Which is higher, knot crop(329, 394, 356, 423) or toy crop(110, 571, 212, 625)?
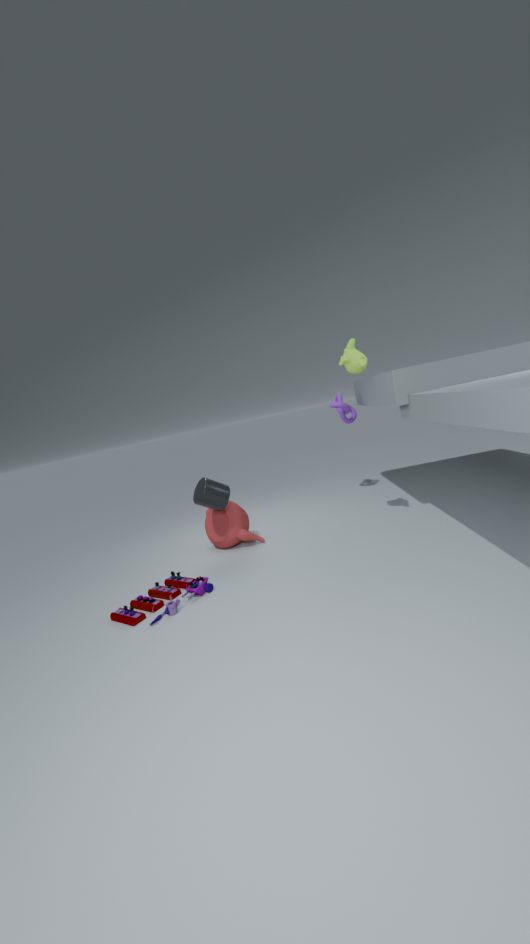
knot crop(329, 394, 356, 423)
